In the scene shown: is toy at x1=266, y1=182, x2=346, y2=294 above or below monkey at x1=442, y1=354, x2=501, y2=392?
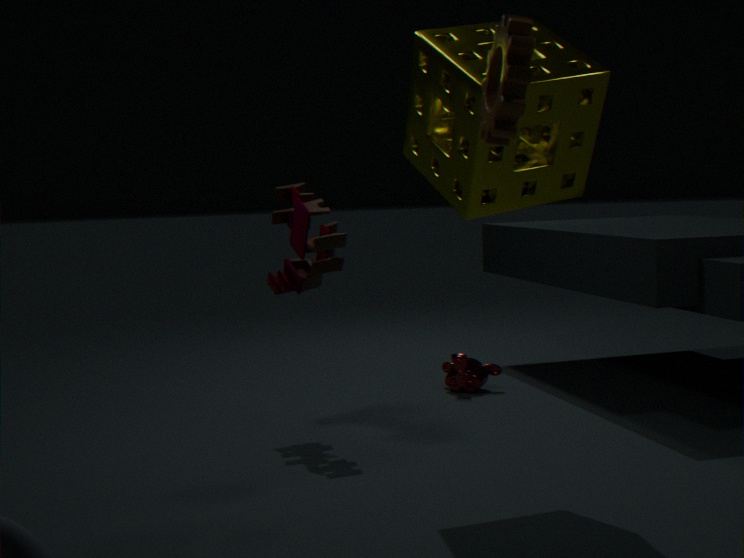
above
